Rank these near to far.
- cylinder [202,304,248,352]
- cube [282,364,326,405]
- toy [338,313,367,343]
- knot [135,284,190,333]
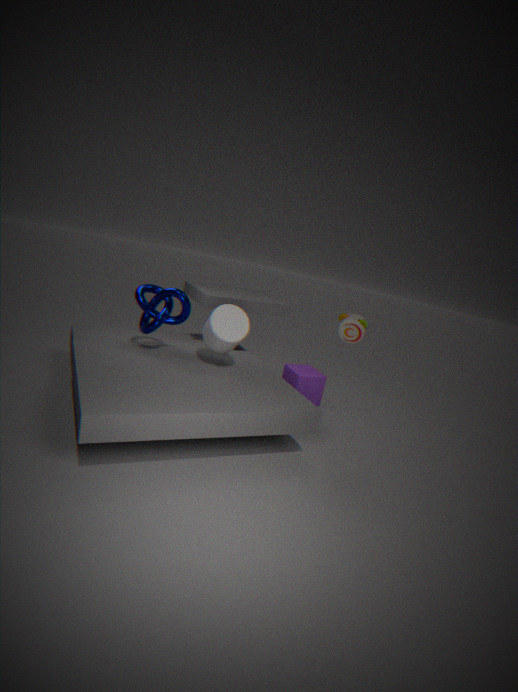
toy [338,313,367,343], cylinder [202,304,248,352], knot [135,284,190,333], cube [282,364,326,405]
